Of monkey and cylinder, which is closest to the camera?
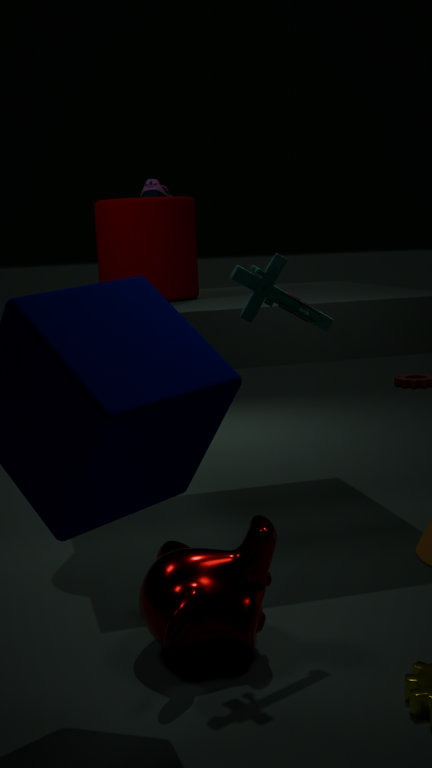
monkey
